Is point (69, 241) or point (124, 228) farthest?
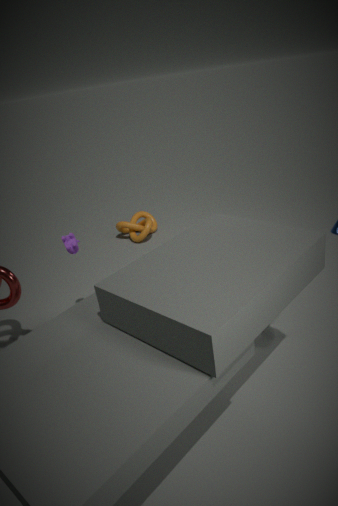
point (124, 228)
